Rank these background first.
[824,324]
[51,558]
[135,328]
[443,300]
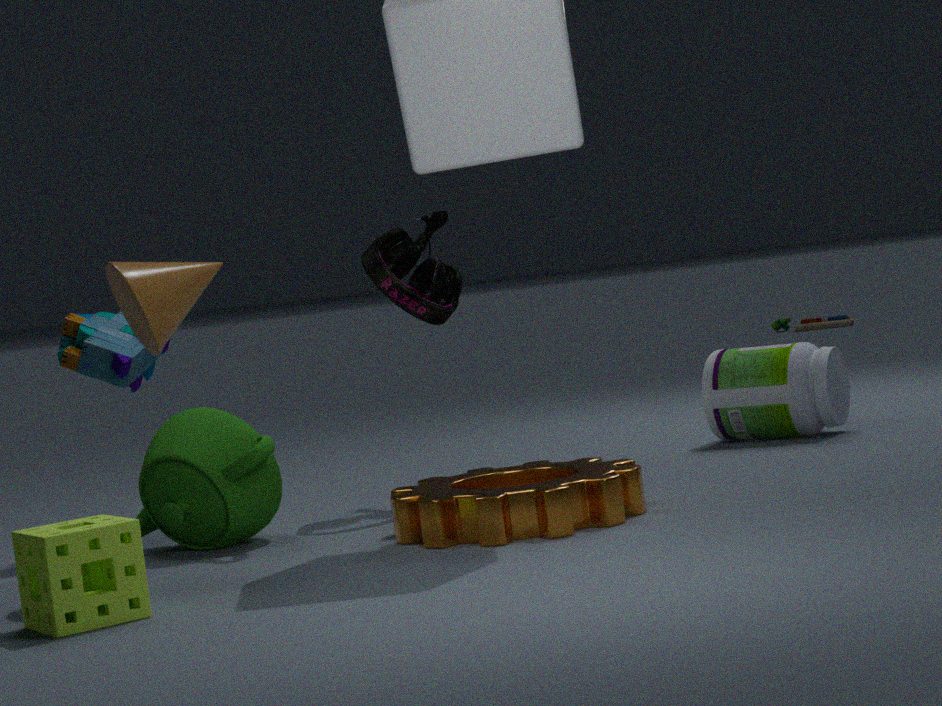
[824,324], [443,300], [135,328], [51,558]
